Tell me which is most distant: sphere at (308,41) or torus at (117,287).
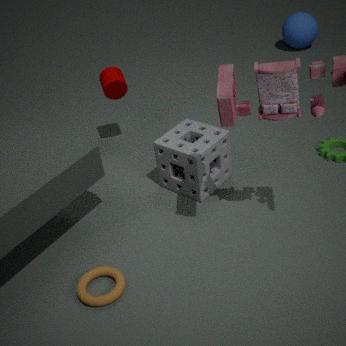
sphere at (308,41)
